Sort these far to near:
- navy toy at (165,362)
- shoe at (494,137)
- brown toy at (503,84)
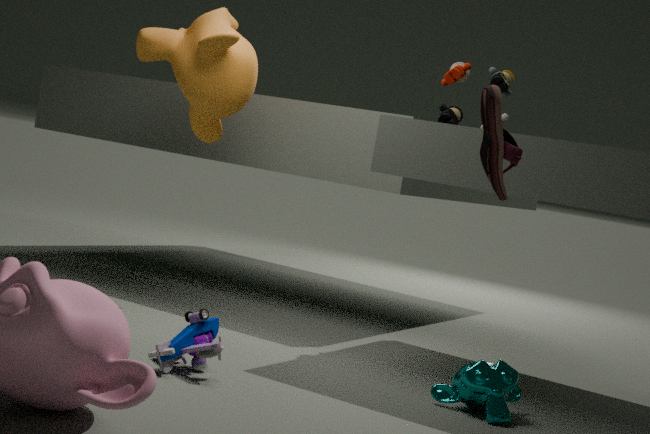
brown toy at (503,84), navy toy at (165,362), shoe at (494,137)
